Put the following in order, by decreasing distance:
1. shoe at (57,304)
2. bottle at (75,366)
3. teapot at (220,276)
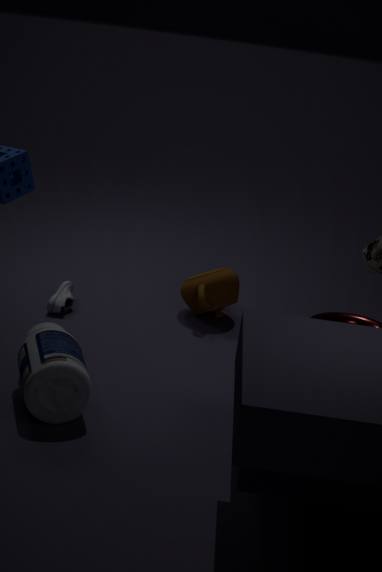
teapot at (220,276), shoe at (57,304), bottle at (75,366)
